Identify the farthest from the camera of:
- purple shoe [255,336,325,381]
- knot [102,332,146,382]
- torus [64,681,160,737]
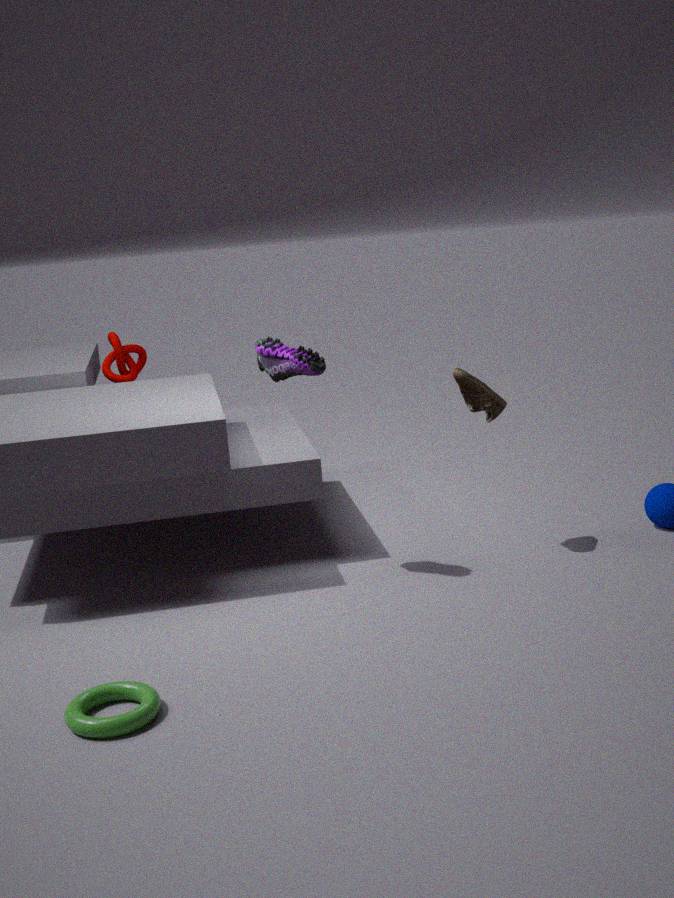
knot [102,332,146,382]
